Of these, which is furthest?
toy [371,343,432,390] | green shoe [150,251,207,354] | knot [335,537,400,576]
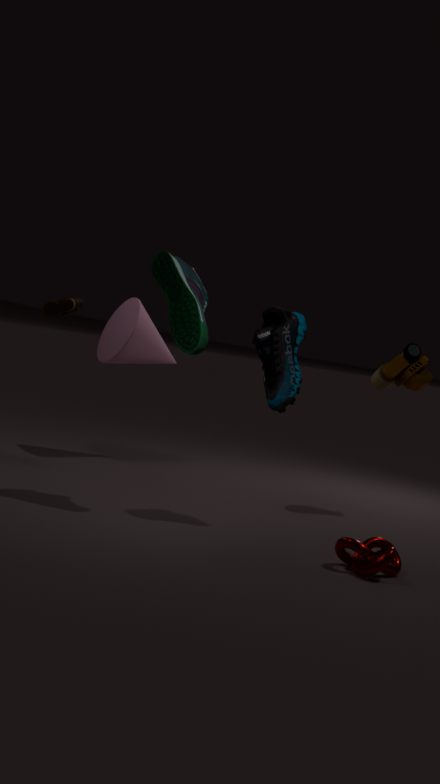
toy [371,343,432,390]
